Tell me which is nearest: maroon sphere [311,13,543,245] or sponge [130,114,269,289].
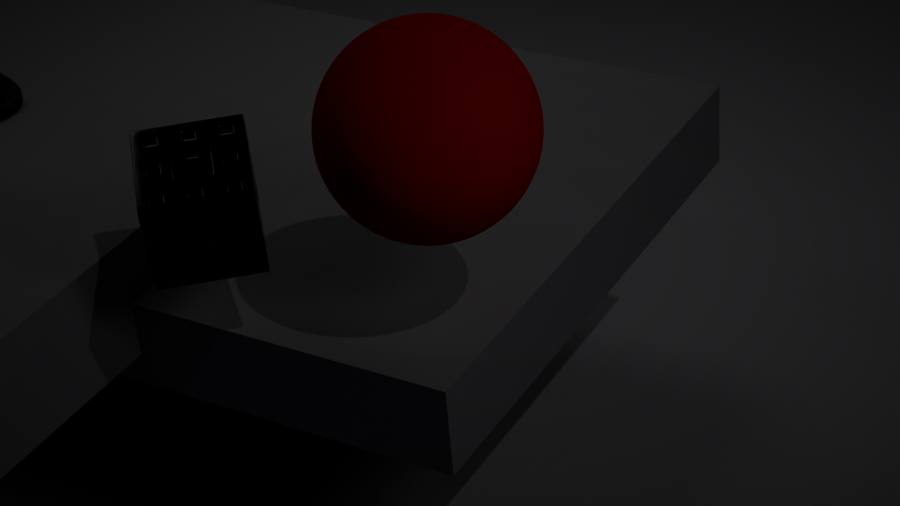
maroon sphere [311,13,543,245]
